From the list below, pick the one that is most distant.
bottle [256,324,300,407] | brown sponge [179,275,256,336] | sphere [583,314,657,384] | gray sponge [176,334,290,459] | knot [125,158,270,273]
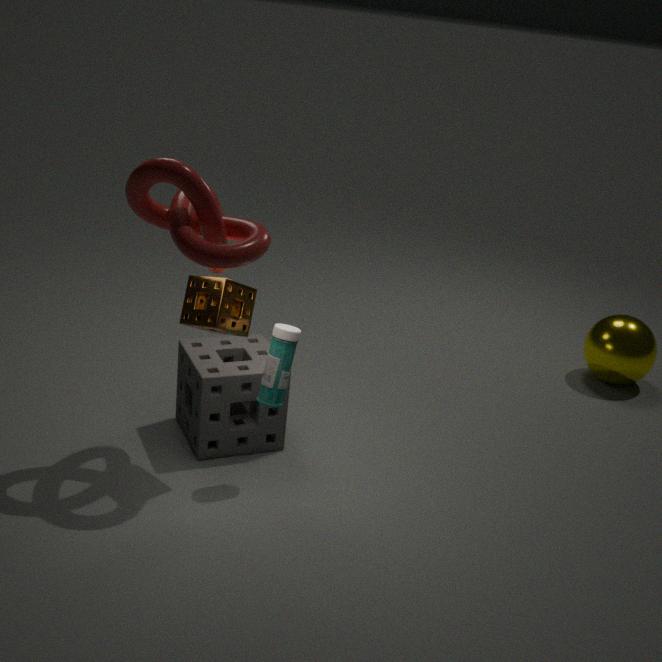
sphere [583,314,657,384]
